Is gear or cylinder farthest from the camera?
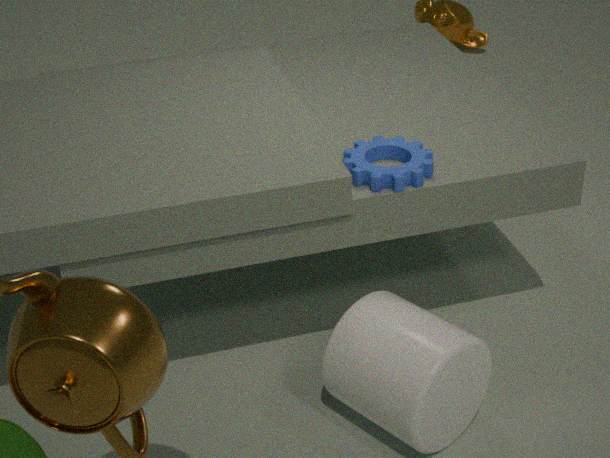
gear
